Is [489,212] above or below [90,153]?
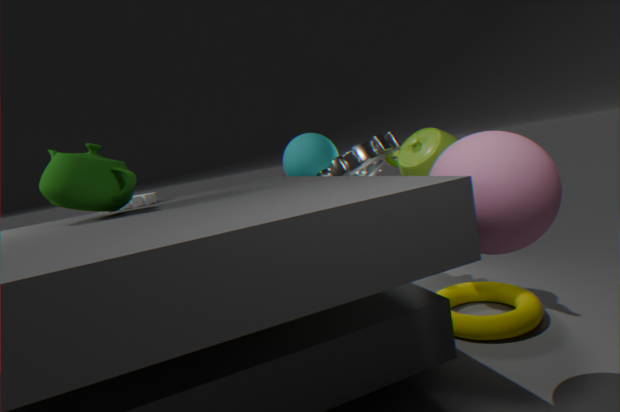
A: below
